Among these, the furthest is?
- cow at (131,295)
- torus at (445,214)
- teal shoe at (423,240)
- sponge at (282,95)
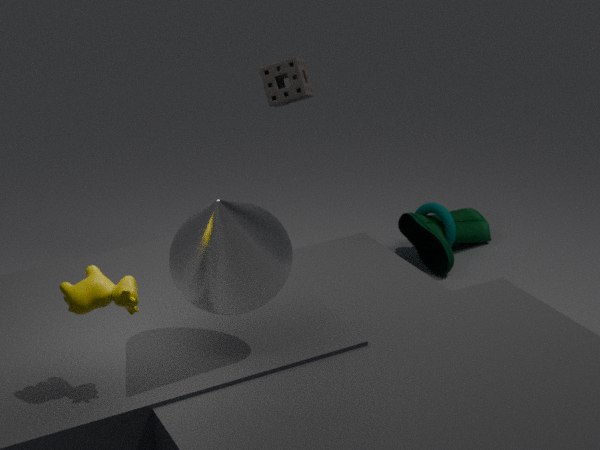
torus at (445,214)
